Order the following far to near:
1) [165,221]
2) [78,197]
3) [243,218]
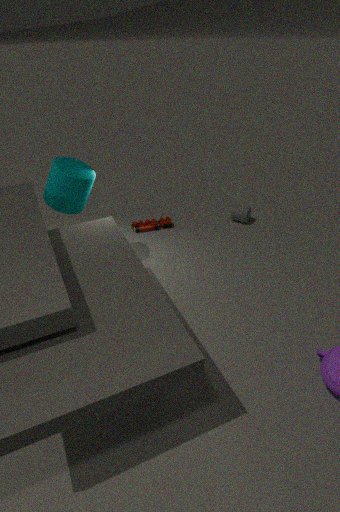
3. [243,218]
1. [165,221]
2. [78,197]
